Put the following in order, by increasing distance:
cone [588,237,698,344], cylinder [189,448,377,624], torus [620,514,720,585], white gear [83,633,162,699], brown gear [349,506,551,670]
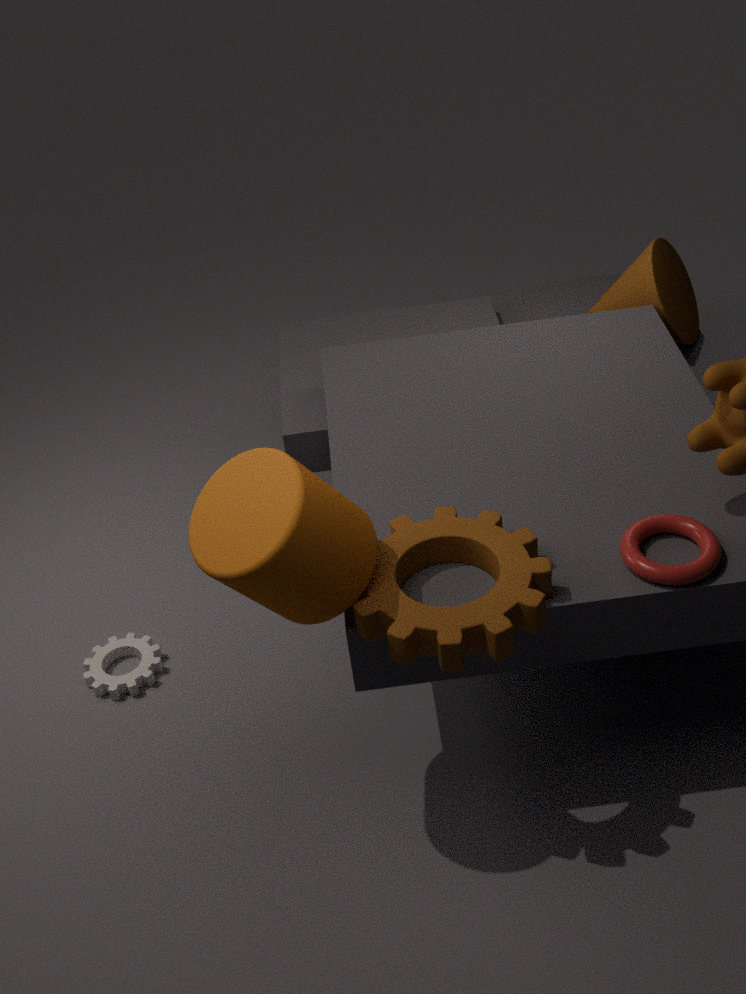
cylinder [189,448,377,624], brown gear [349,506,551,670], torus [620,514,720,585], white gear [83,633,162,699], cone [588,237,698,344]
